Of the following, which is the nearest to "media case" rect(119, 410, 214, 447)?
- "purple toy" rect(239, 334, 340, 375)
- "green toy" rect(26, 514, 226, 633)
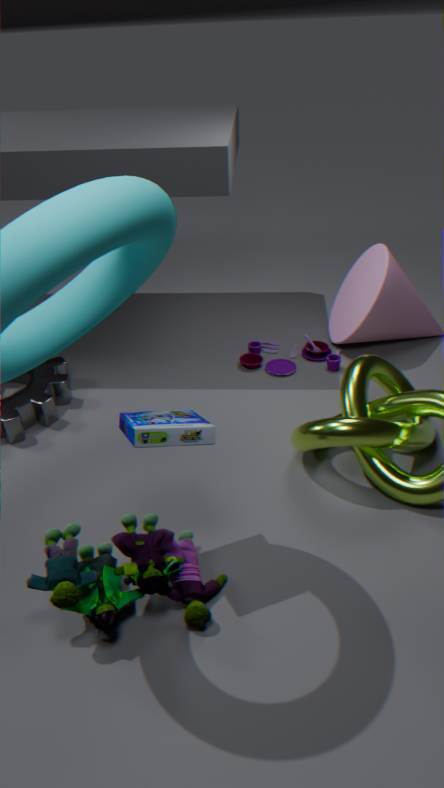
"green toy" rect(26, 514, 226, 633)
